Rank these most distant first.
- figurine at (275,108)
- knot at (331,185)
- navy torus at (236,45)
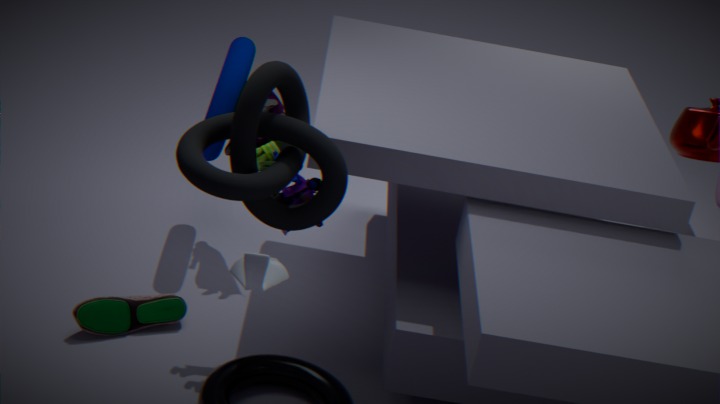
figurine at (275,108) < navy torus at (236,45) < knot at (331,185)
